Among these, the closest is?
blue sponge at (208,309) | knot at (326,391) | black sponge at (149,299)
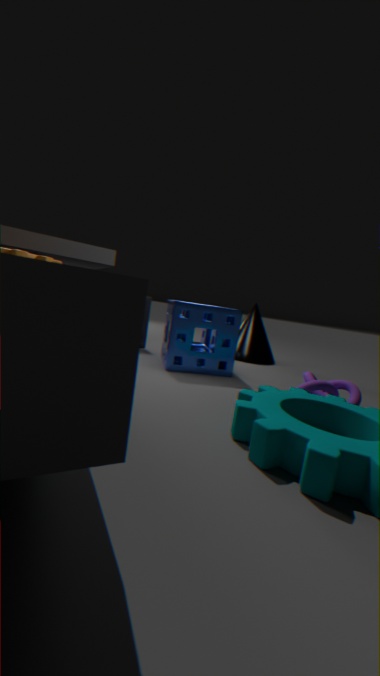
knot at (326,391)
